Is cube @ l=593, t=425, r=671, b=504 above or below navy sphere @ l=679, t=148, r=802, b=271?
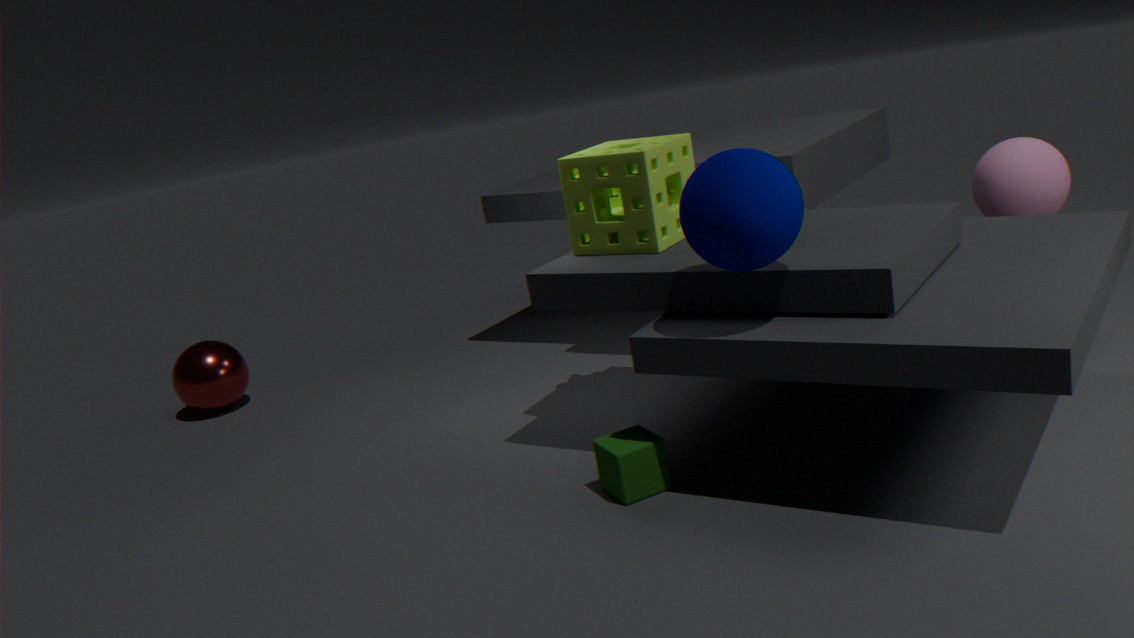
below
